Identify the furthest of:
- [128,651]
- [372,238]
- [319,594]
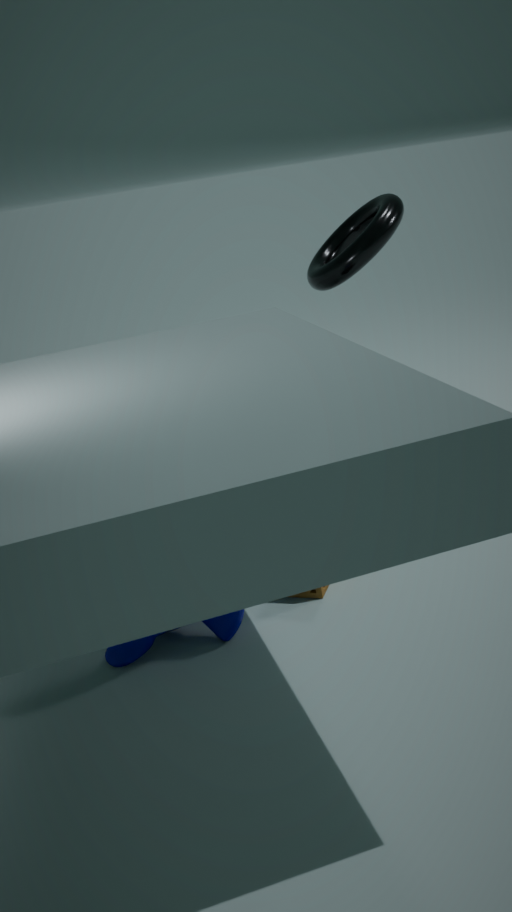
[372,238]
